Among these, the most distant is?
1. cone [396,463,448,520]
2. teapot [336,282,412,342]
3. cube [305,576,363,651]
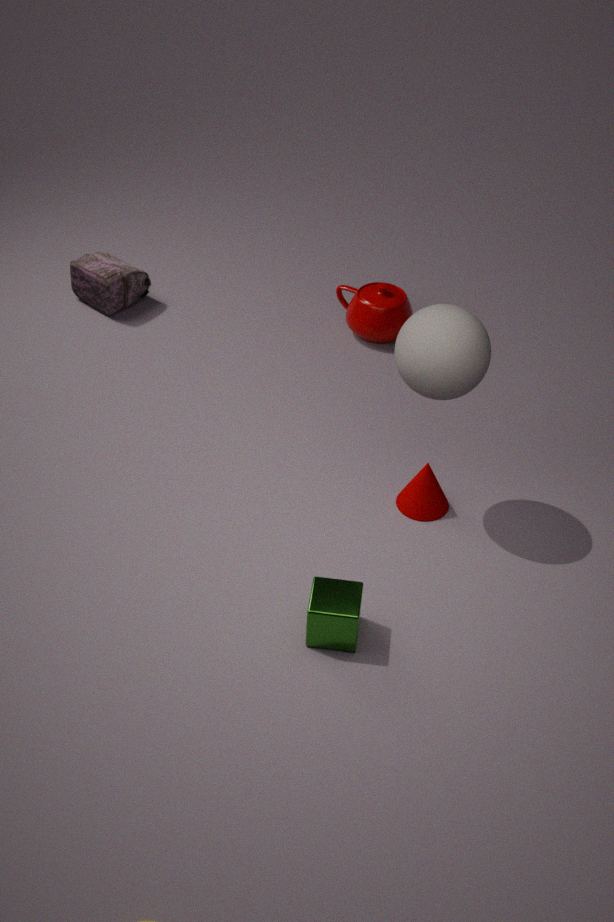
teapot [336,282,412,342]
